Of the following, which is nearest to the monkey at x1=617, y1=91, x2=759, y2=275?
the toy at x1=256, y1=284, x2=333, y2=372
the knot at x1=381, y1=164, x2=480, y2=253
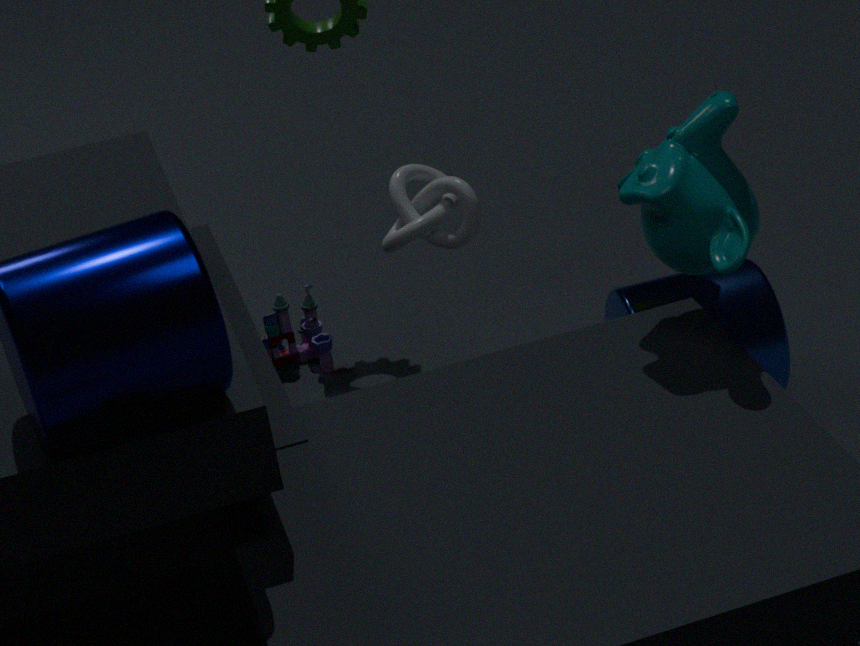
the knot at x1=381, y1=164, x2=480, y2=253
